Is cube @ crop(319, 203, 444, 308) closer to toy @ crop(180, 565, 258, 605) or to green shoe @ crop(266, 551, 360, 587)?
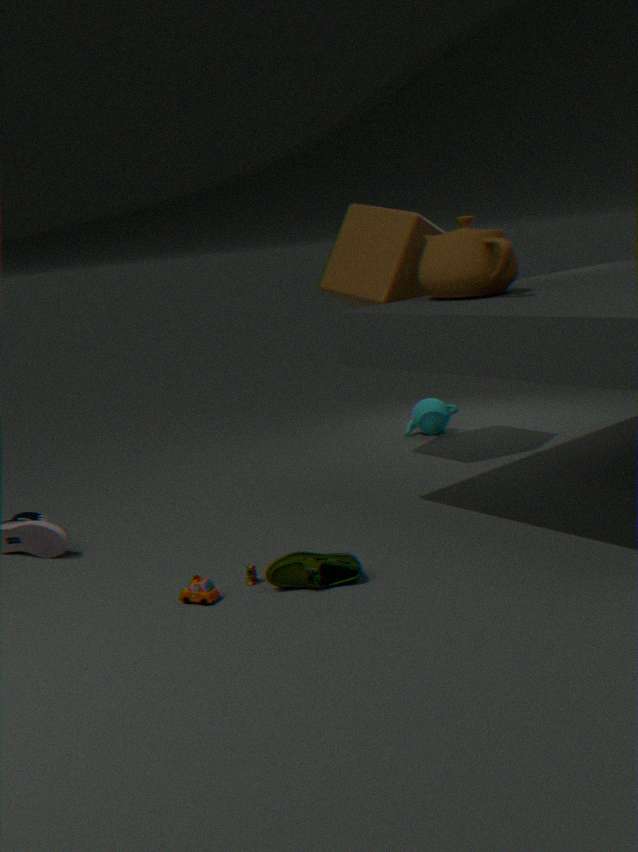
green shoe @ crop(266, 551, 360, 587)
